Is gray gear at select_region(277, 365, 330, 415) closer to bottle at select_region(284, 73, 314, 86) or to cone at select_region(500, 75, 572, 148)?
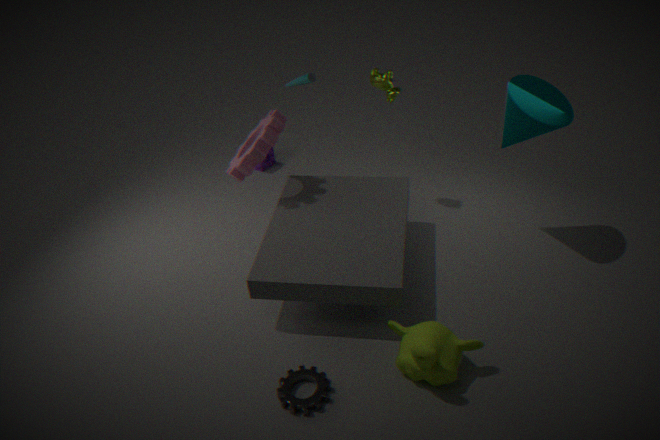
cone at select_region(500, 75, 572, 148)
